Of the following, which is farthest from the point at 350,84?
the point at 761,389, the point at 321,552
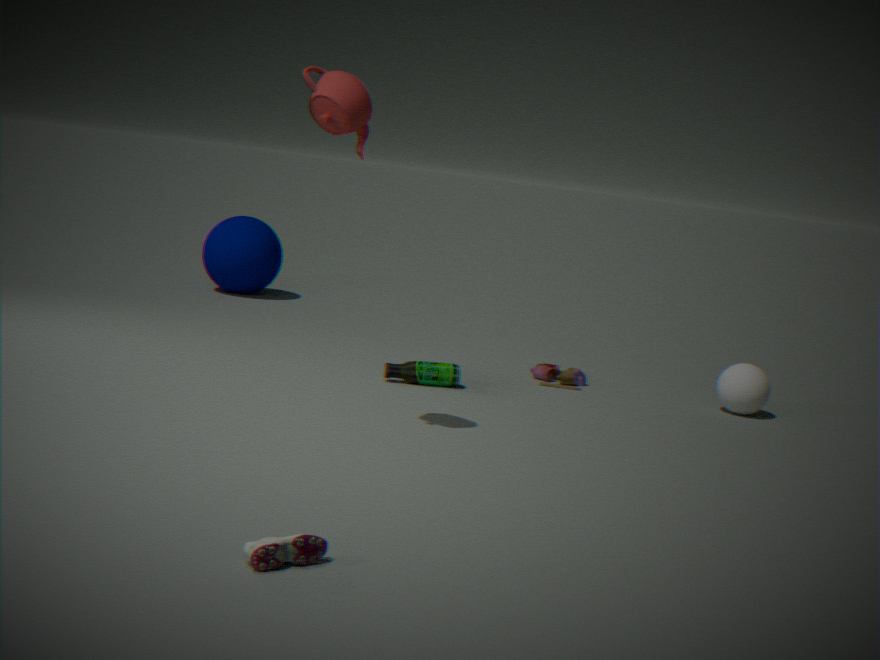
the point at 761,389
